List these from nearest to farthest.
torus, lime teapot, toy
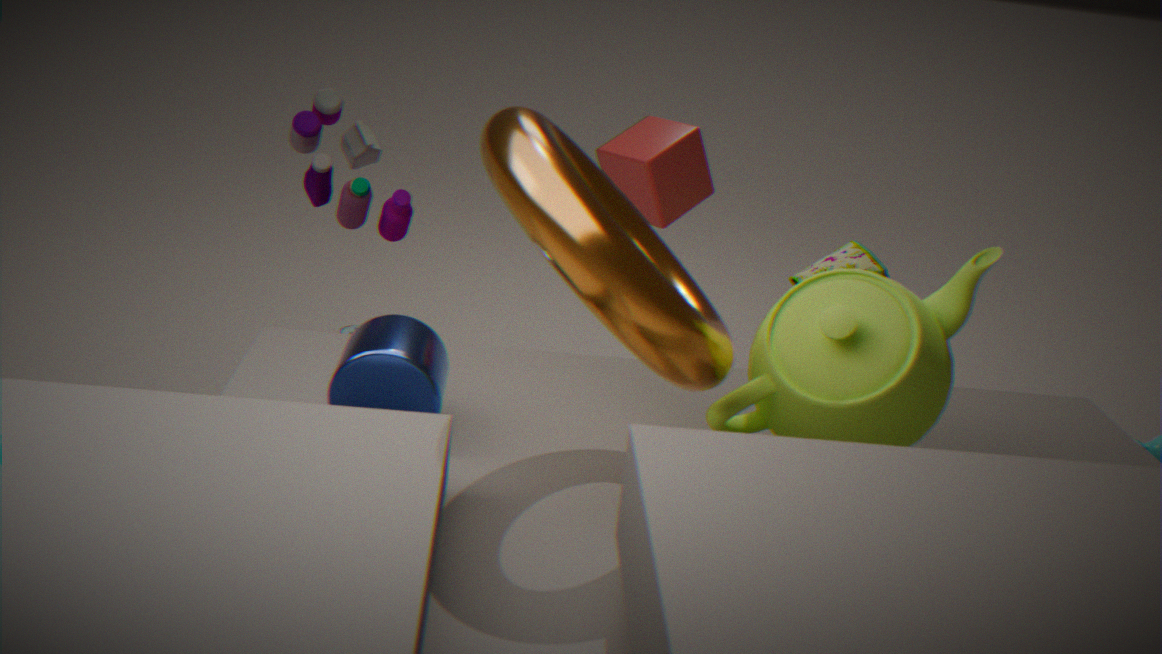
torus < lime teapot < toy
